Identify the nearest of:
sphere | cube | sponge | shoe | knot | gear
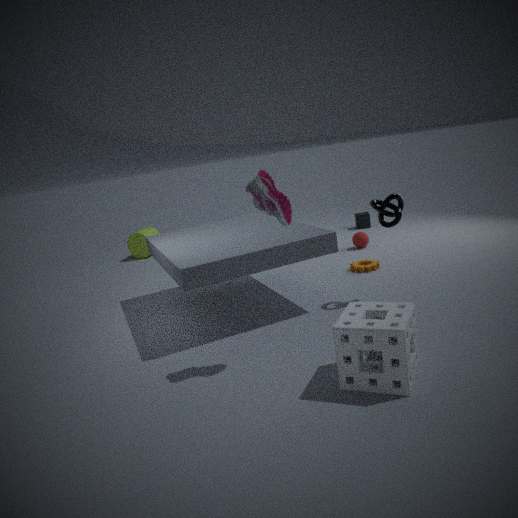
sponge
